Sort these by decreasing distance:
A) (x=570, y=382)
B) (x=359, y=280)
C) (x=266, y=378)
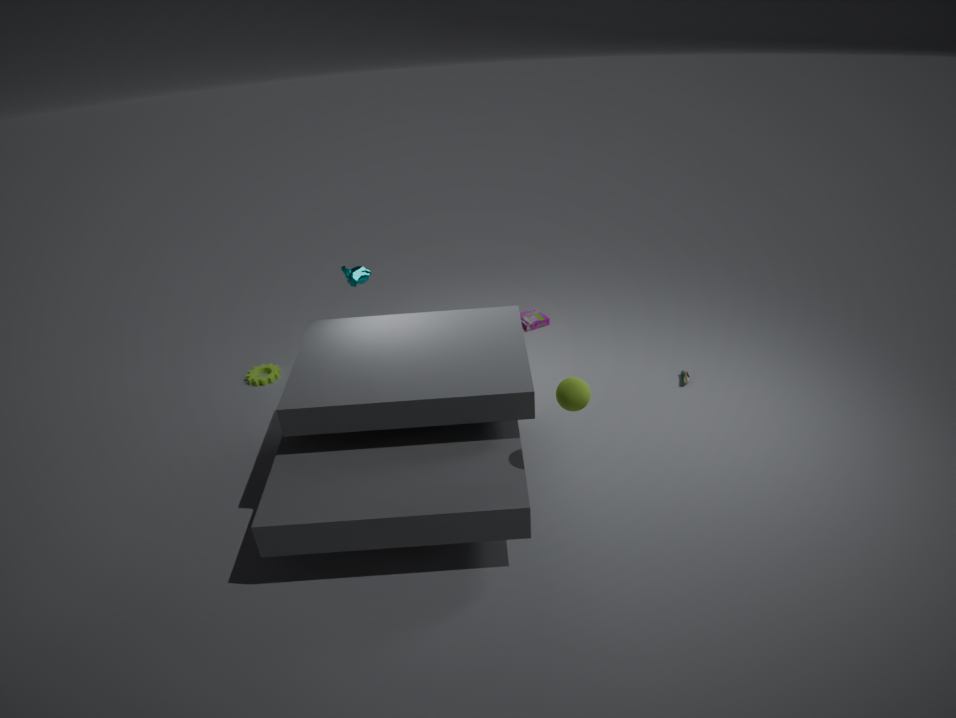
1. (x=266, y=378)
2. (x=359, y=280)
3. (x=570, y=382)
